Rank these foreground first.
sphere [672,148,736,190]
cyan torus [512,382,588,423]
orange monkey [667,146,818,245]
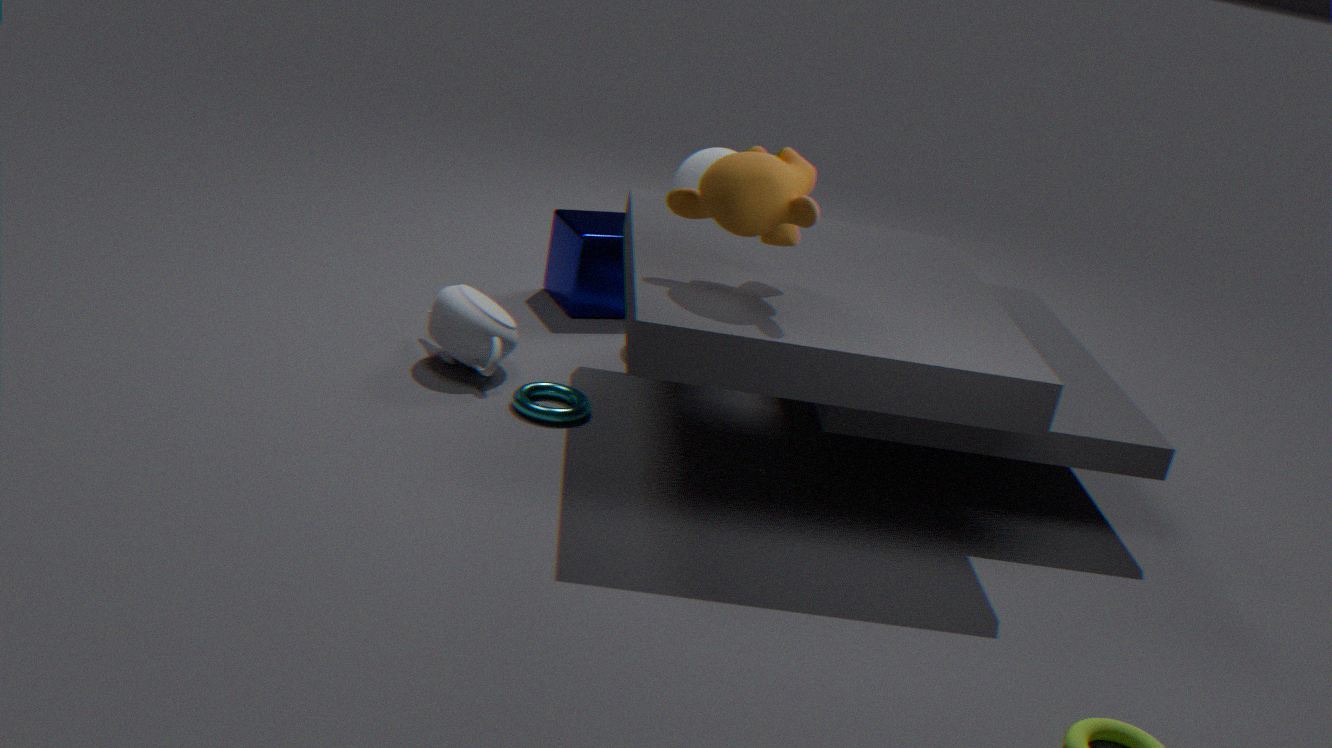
1. orange monkey [667,146,818,245]
2. cyan torus [512,382,588,423]
3. sphere [672,148,736,190]
